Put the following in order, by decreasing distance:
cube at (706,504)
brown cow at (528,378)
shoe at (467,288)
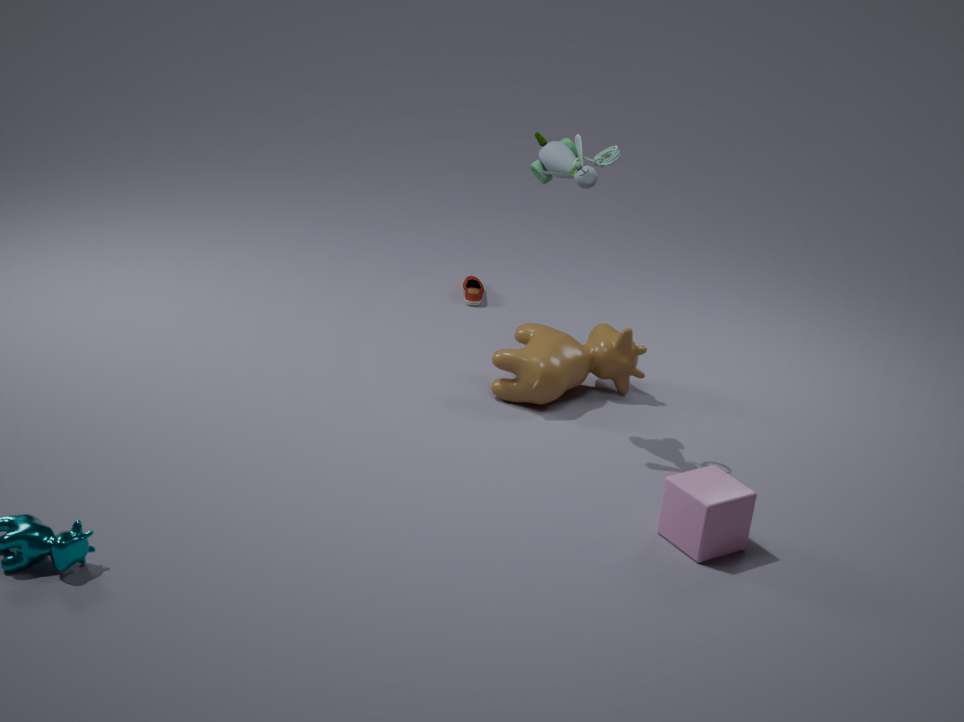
shoe at (467,288)
brown cow at (528,378)
cube at (706,504)
